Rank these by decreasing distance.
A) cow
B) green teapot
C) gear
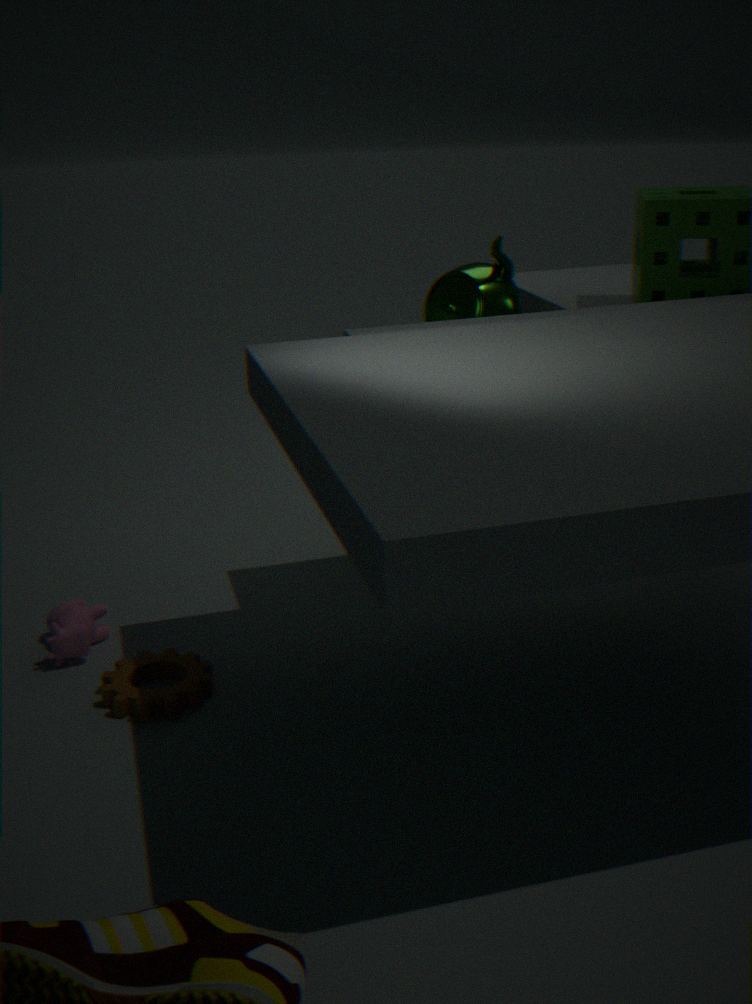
green teapot → cow → gear
